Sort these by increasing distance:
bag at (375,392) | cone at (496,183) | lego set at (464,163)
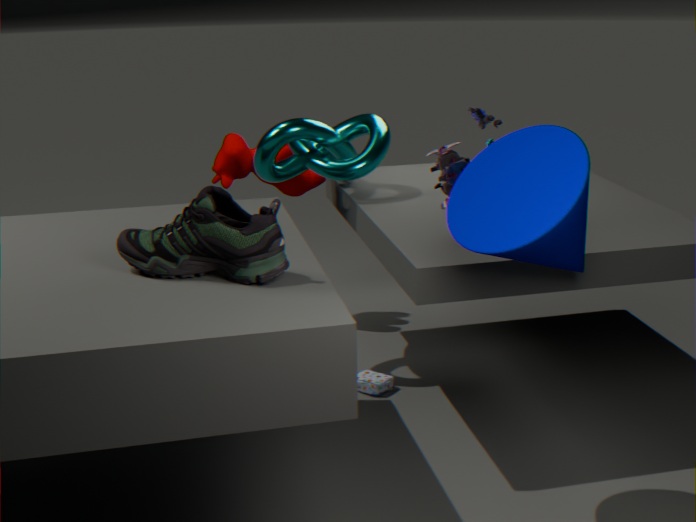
1. cone at (496,183)
2. lego set at (464,163)
3. bag at (375,392)
